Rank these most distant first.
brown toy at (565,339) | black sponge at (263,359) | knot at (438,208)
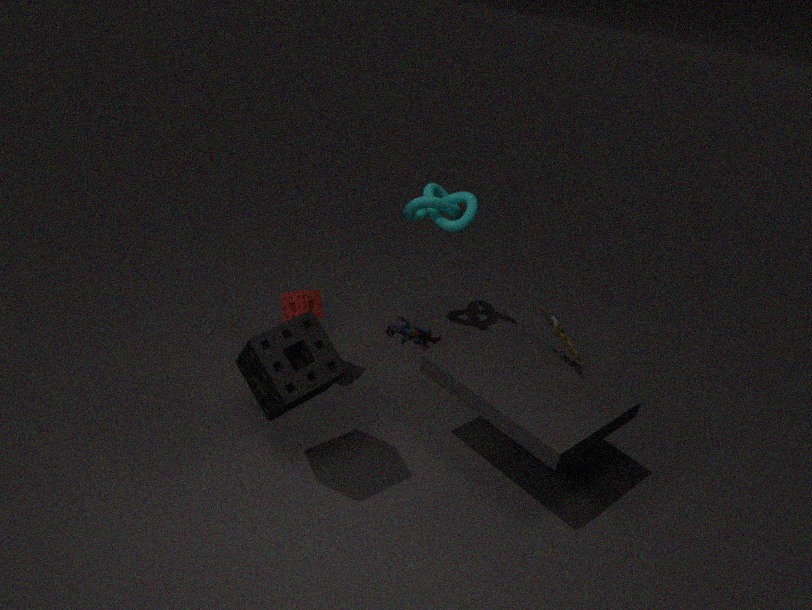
knot at (438,208)
brown toy at (565,339)
black sponge at (263,359)
